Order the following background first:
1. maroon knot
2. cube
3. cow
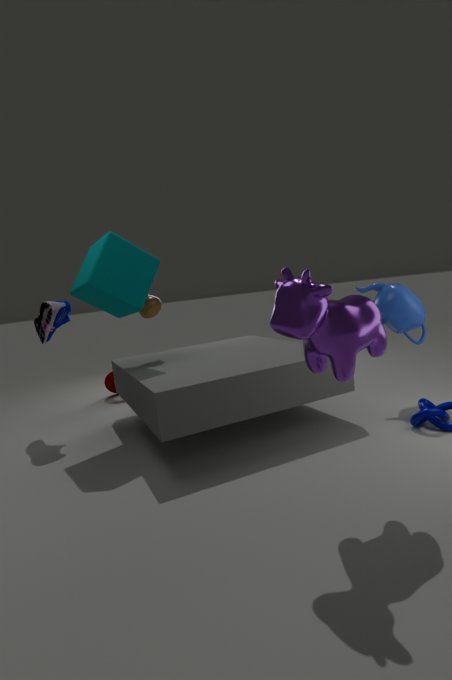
1. maroon knot
2. cube
3. cow
